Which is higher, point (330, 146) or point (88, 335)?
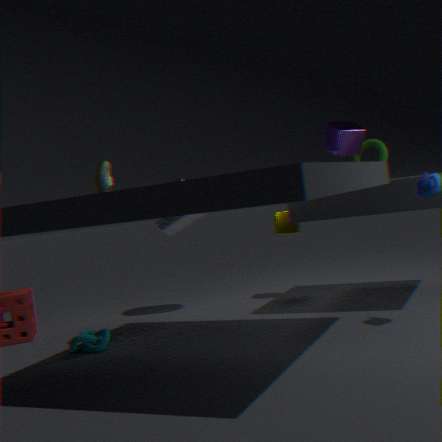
point (330, 146)
